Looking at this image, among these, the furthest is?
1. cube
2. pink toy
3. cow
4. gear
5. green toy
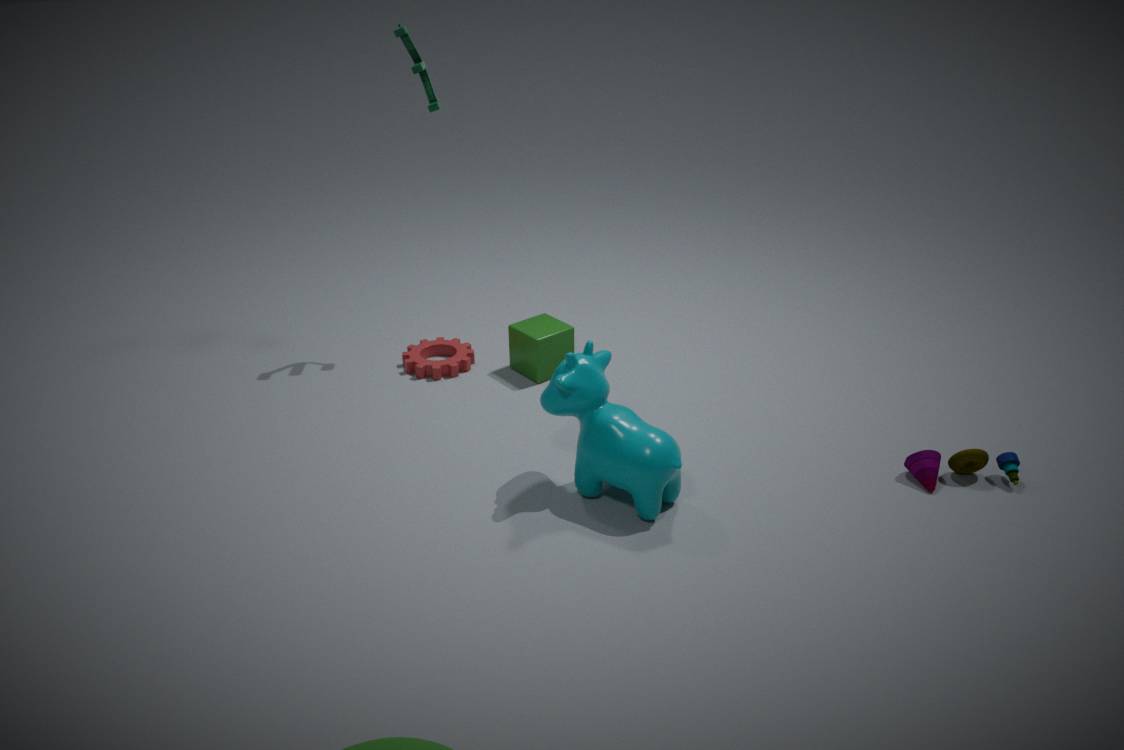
gear
